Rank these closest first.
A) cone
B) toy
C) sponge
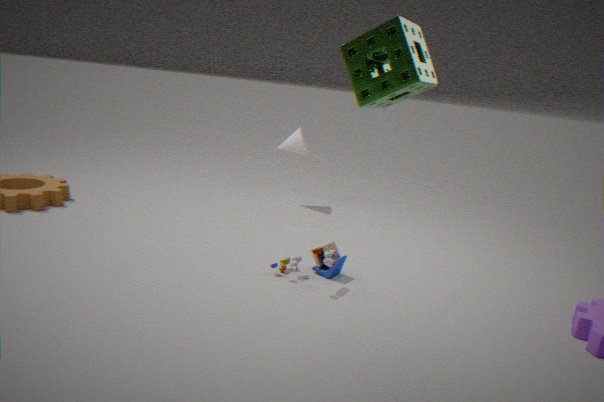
sponge, toy, cone
